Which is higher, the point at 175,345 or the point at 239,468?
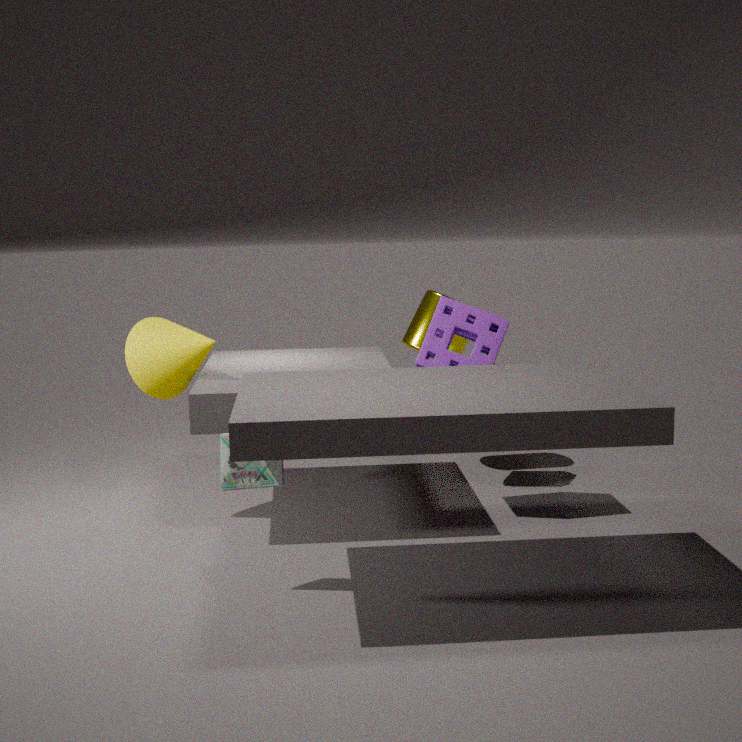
the point at 175,345
